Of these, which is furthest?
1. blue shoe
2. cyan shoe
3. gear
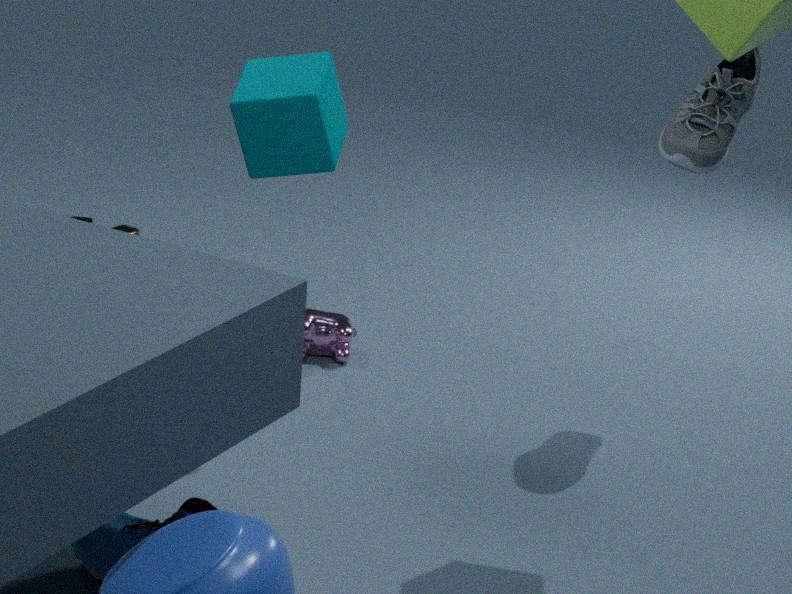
gear
